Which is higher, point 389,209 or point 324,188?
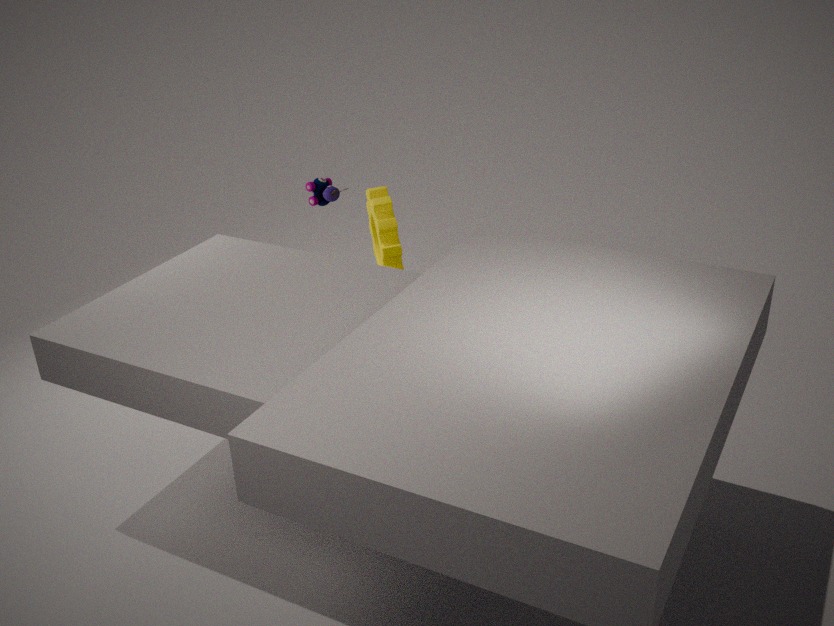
point 324,188
